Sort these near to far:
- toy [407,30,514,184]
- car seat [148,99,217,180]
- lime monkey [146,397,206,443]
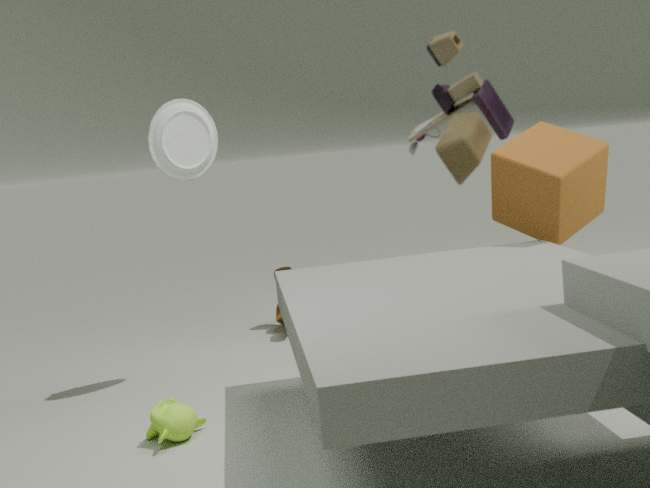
toy [407,30,514,184] < lime monkey [146,397,206,443] < car seat [148,99,217,180]
